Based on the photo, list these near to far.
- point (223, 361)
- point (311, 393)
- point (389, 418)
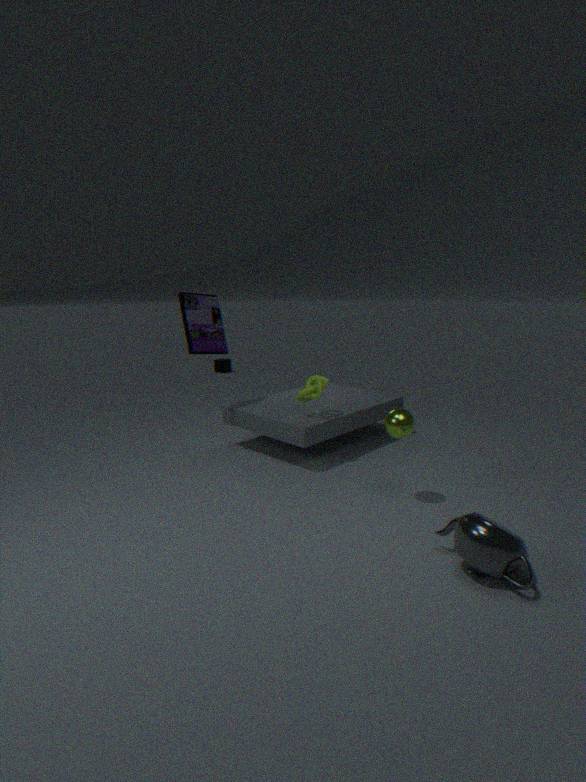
point (389, 418) → point (311, 393) → point (223, 361)
